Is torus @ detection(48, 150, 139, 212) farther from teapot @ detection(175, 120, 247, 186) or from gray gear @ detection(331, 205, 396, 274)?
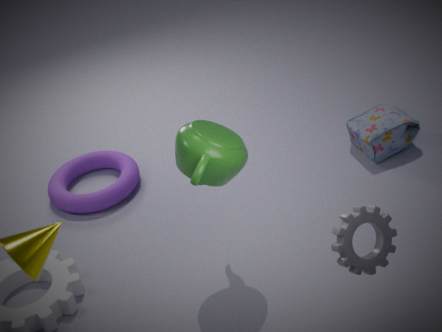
gray gear @ detection(331, 205, 396, 274)
